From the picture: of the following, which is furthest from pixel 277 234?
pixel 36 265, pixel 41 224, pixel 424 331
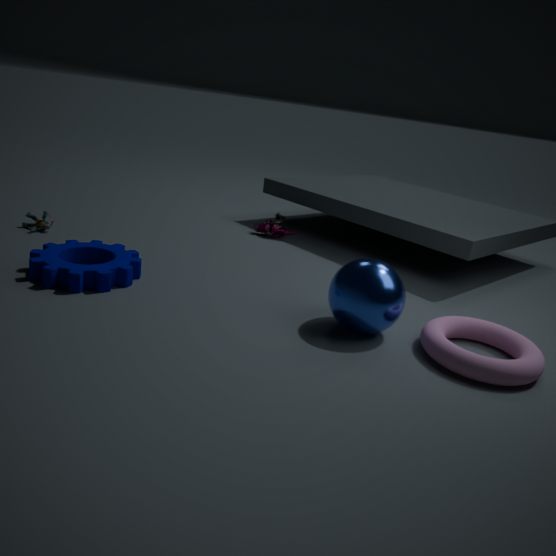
pixel 424 331
